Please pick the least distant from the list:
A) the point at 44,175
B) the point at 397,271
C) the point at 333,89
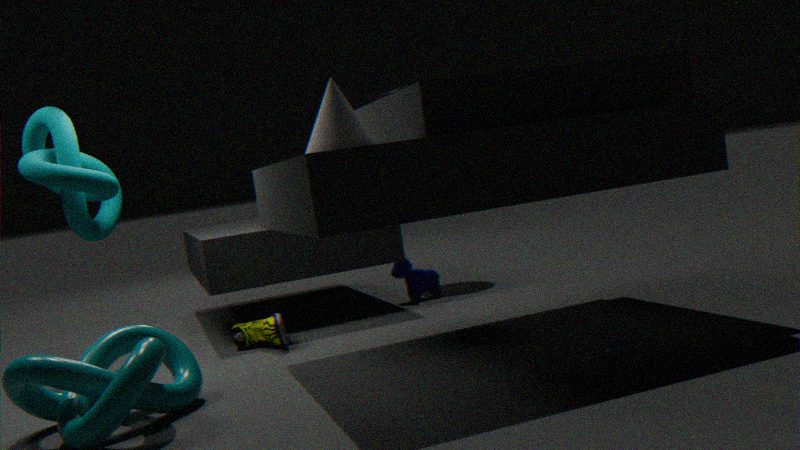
the point at 333,89
